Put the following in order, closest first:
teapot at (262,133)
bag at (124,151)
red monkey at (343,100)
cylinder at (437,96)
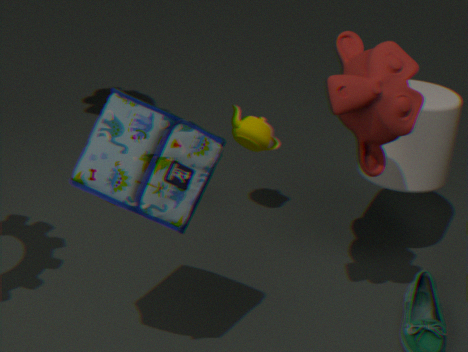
bag at (124,151), red monkey at (343,100), cylinder at (437,96), teapot at (262,133)
